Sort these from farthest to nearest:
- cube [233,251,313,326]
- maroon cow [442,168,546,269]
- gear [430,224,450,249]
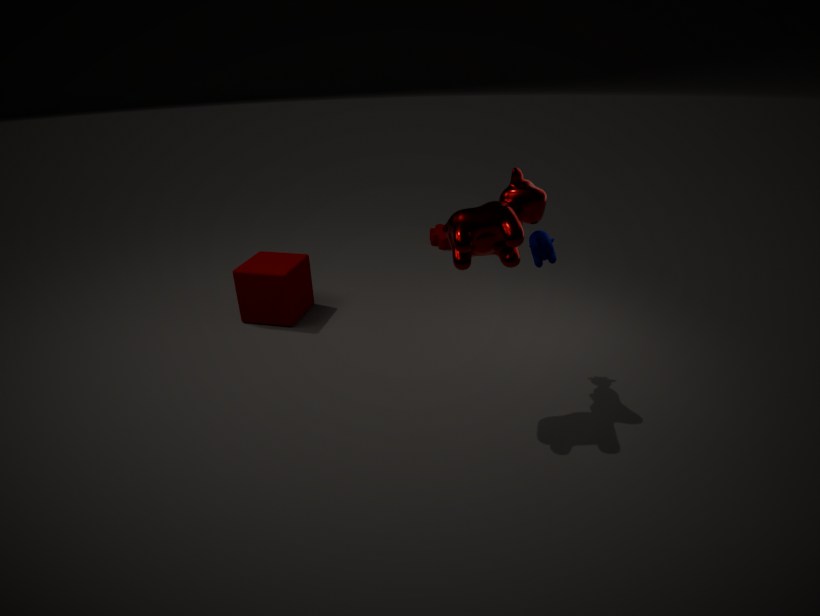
gear [430,224,450,249], cube [233,251,313,326], maroon cow [442,168,546,269]
